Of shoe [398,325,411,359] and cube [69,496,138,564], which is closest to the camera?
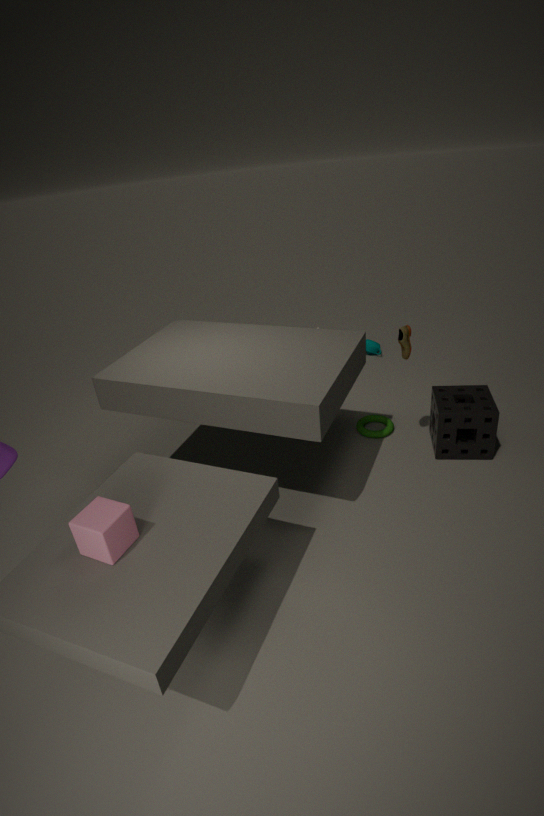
cube [69,496,138,564]
